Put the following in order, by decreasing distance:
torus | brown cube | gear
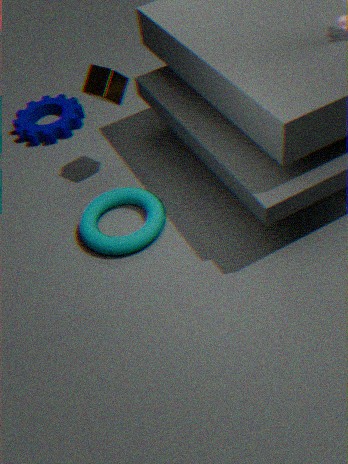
1. gear
2. brown cube
3. torus
